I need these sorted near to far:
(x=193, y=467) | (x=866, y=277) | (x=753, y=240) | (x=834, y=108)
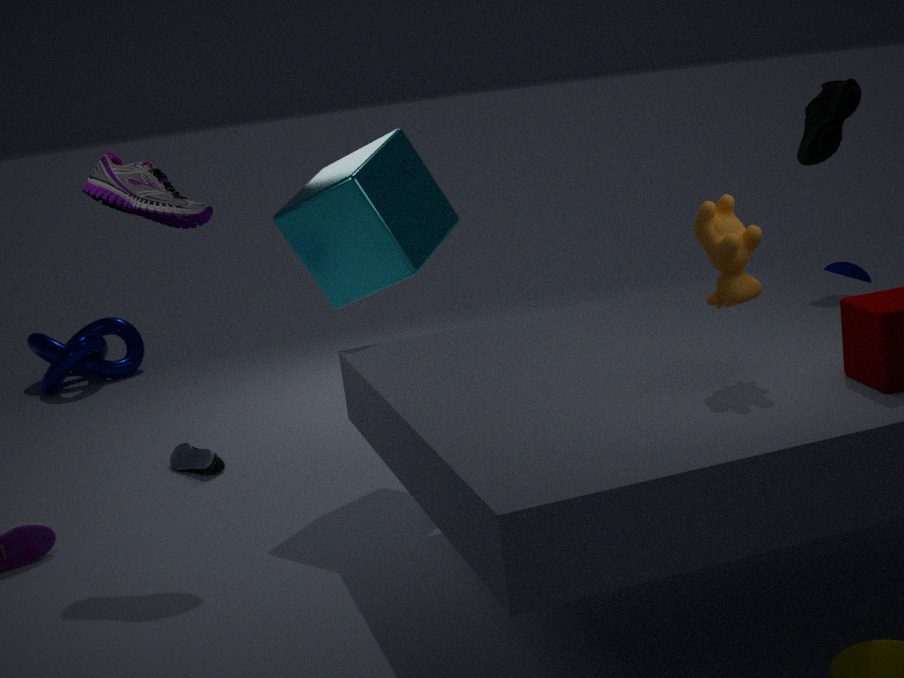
(x=753, y=240), (x=834, y=108), (x=193, y=467), (x=866, y=277)
